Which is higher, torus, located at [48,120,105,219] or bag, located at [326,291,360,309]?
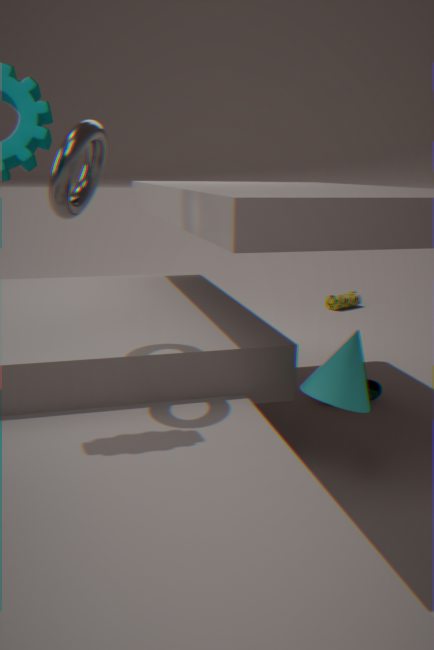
torus, located at [48,120,105,219]
